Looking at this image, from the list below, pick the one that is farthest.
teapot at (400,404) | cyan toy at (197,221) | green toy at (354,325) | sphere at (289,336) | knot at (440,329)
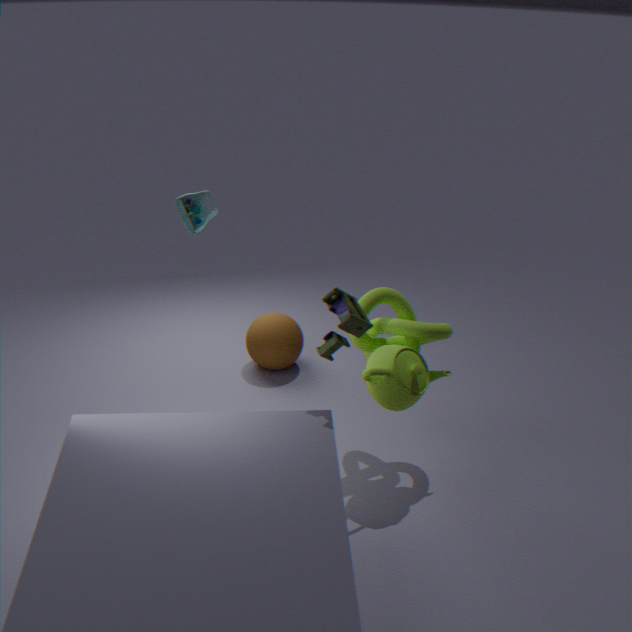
sphere at (289,336)
